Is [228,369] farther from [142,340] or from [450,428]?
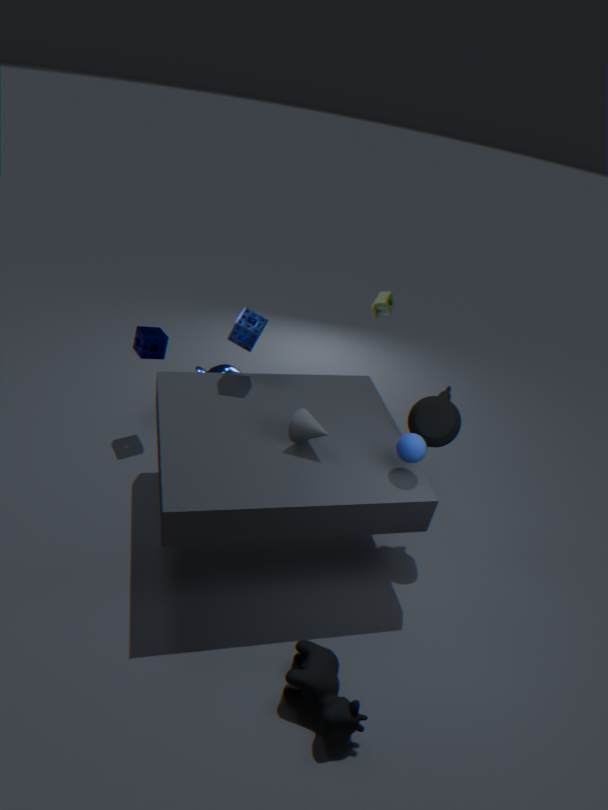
[450,428]
